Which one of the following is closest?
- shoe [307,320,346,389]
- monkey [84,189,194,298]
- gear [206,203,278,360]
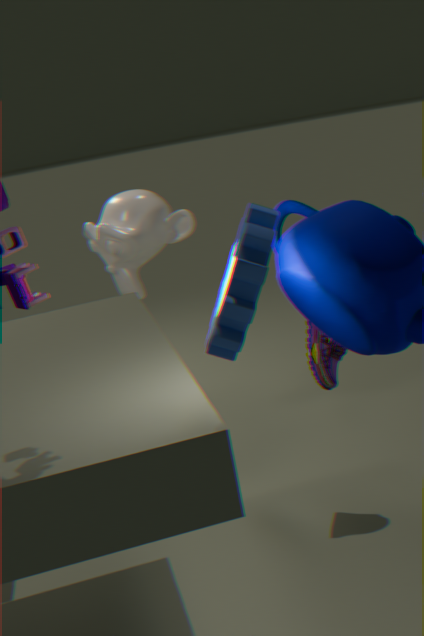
gear [206,203,278,360]
